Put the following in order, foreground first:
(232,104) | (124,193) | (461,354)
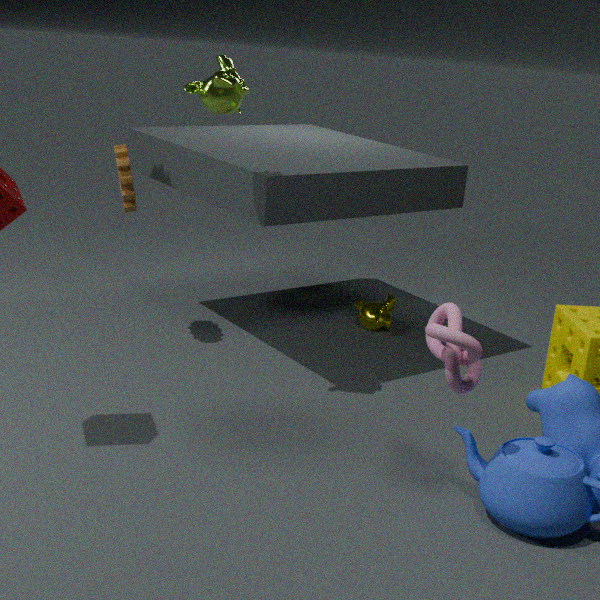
(461,354) < (232,104) < (124,193)
